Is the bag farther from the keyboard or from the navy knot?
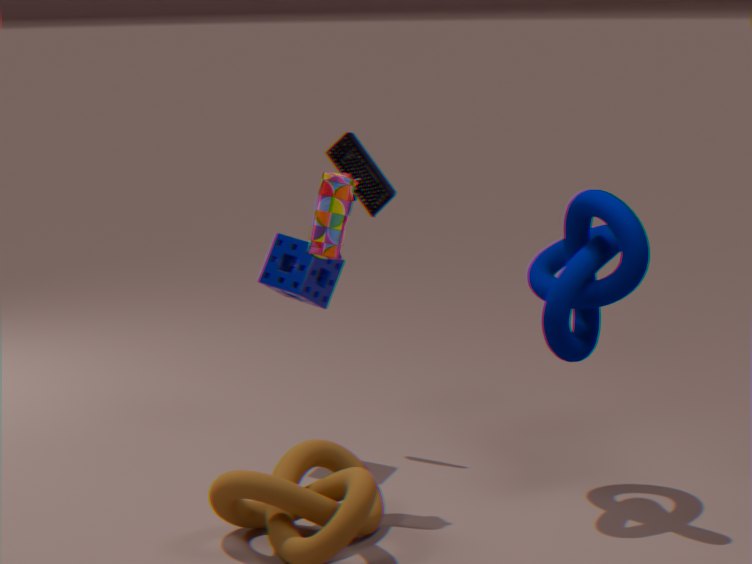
the navy knot
